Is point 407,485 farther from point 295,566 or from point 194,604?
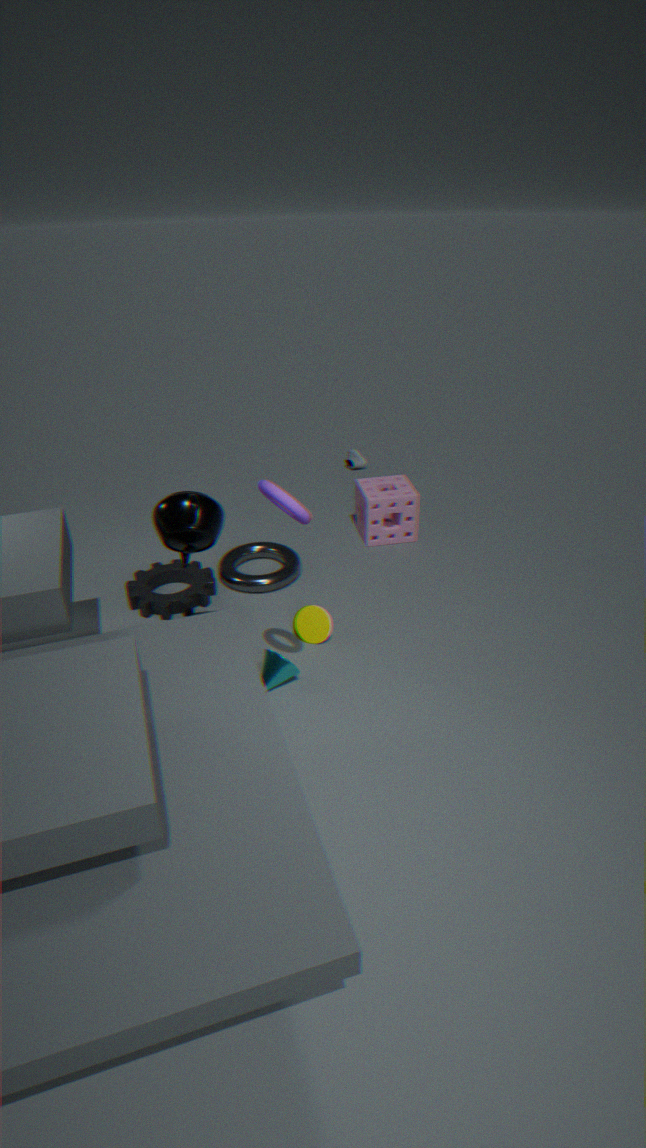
point 194,604
